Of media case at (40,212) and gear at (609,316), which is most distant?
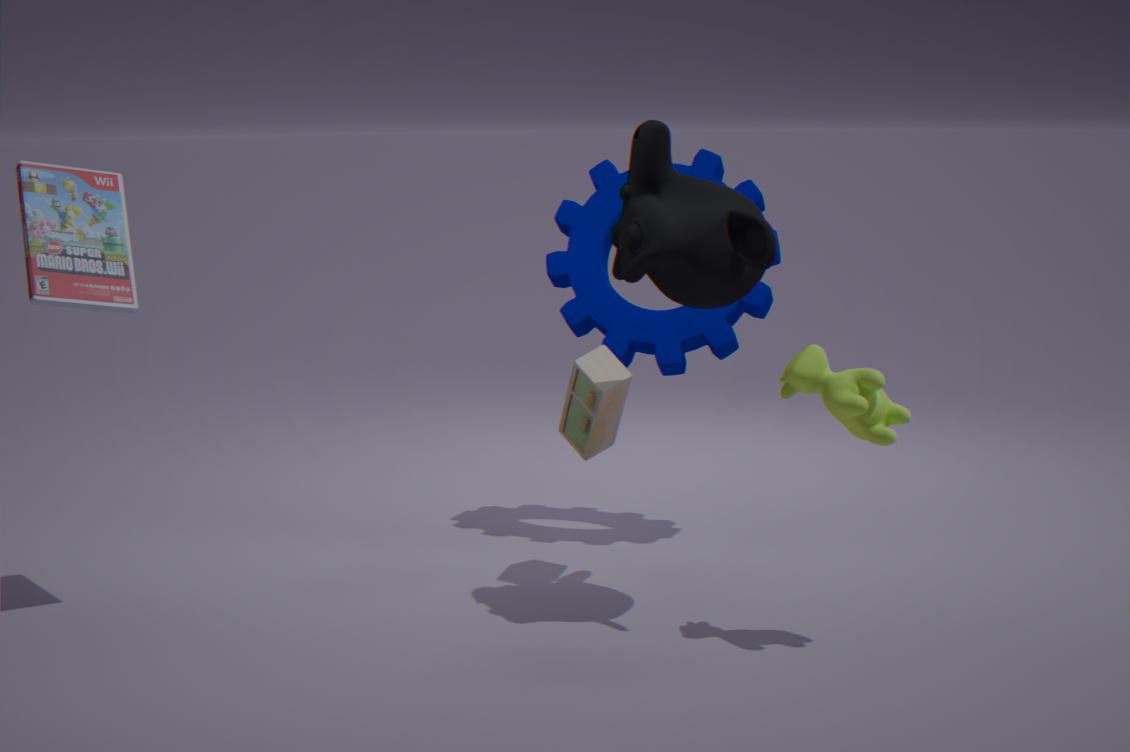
gear at (609,316)
